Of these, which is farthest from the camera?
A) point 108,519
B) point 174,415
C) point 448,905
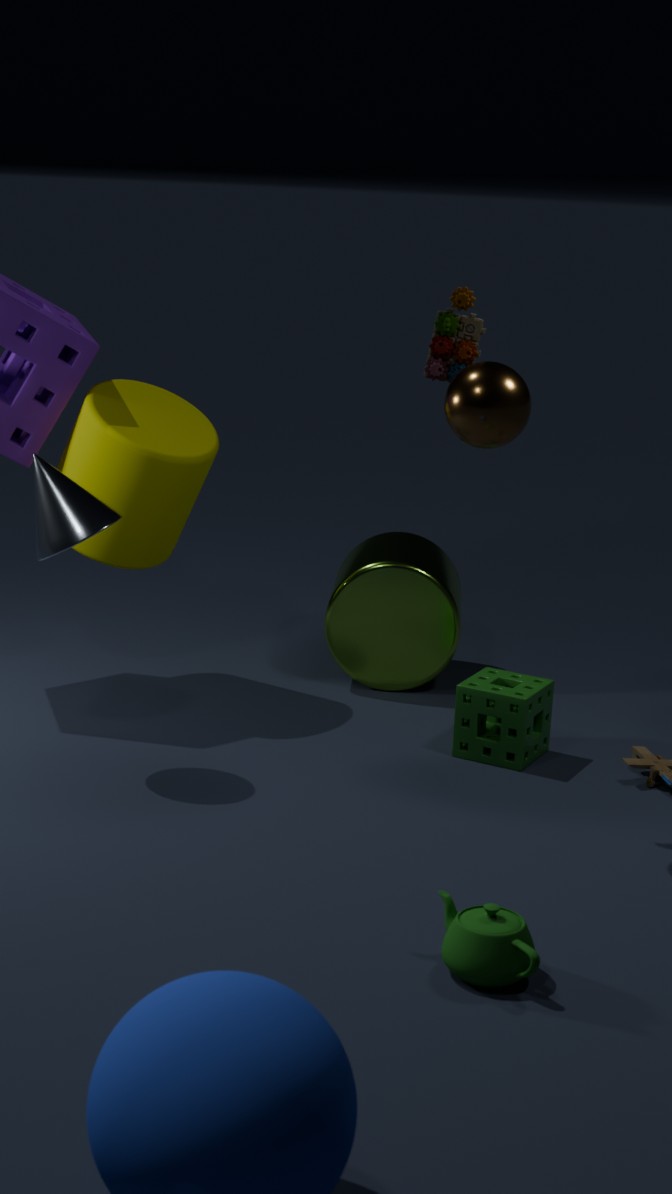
point 174,415
